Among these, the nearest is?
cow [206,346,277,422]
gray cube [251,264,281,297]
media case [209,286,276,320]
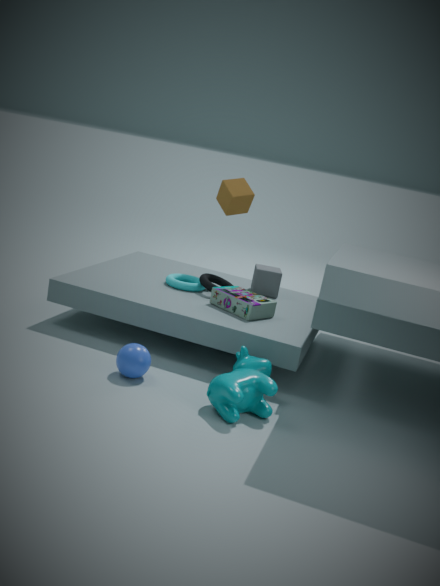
cow [206,346,277,422]
